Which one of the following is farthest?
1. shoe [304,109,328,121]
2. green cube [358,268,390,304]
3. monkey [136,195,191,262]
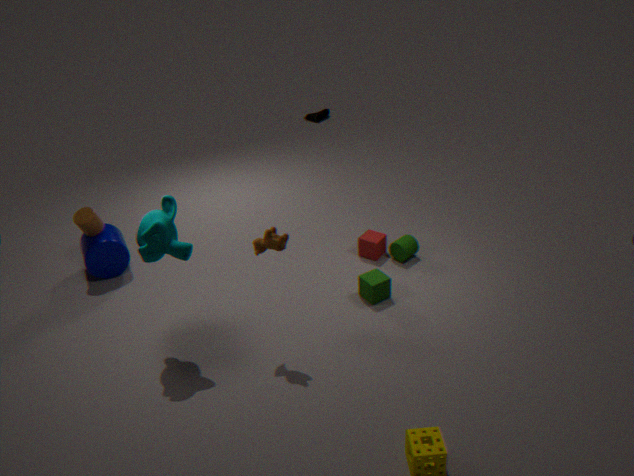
shoe [304,109,328,121]
